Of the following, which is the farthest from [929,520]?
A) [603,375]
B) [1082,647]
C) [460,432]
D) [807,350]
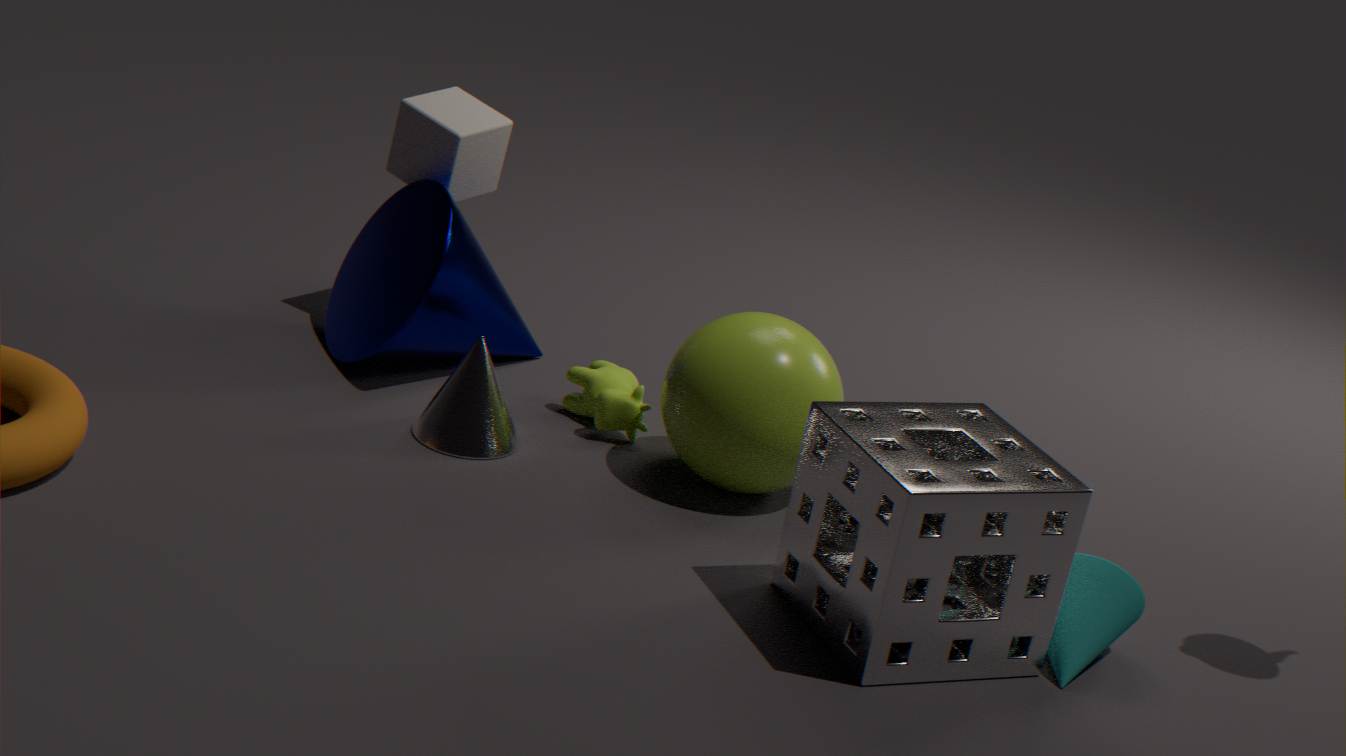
[460,432]
